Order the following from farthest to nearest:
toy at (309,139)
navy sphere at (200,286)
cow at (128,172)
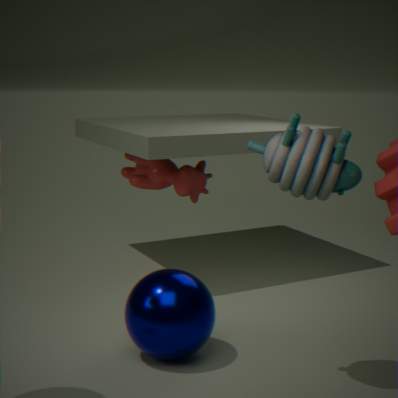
1. cow at (128,172)
2. navy sphere at (200,286)
3. toy at (309,139)
